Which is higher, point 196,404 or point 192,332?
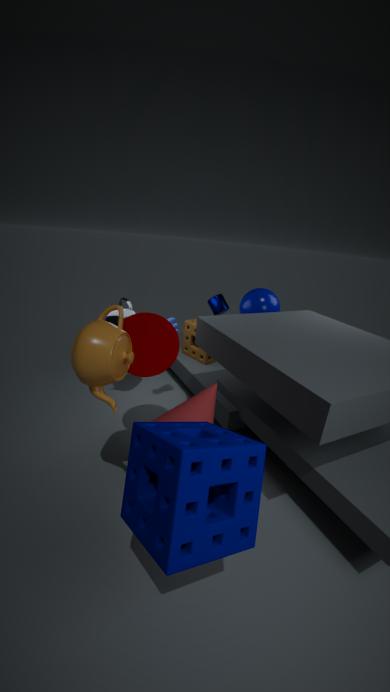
point 196,404
